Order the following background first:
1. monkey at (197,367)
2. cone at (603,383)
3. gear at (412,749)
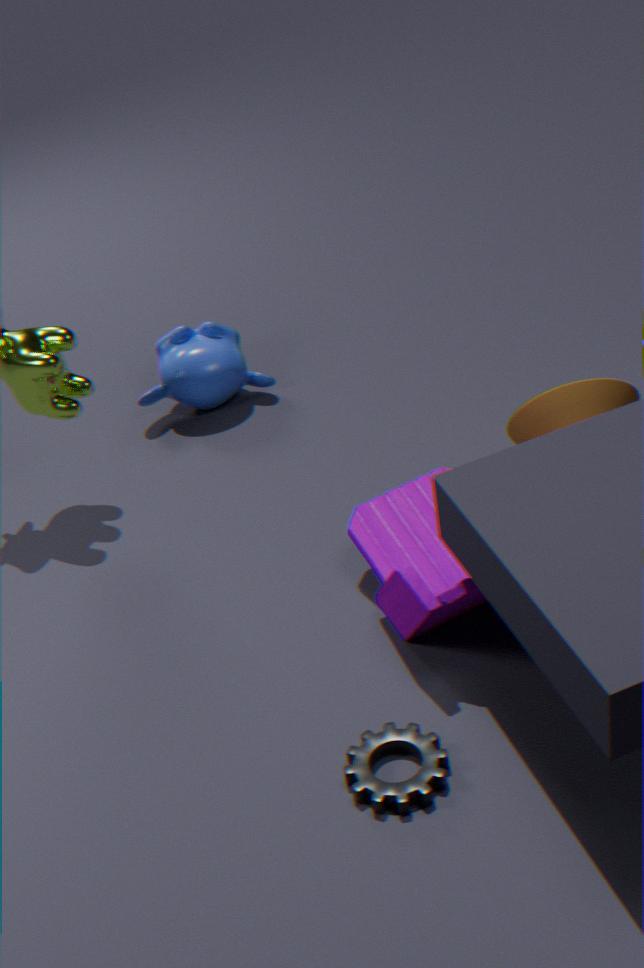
monkey at (197,367) → cone at (603,383) → gear at (412,749)
